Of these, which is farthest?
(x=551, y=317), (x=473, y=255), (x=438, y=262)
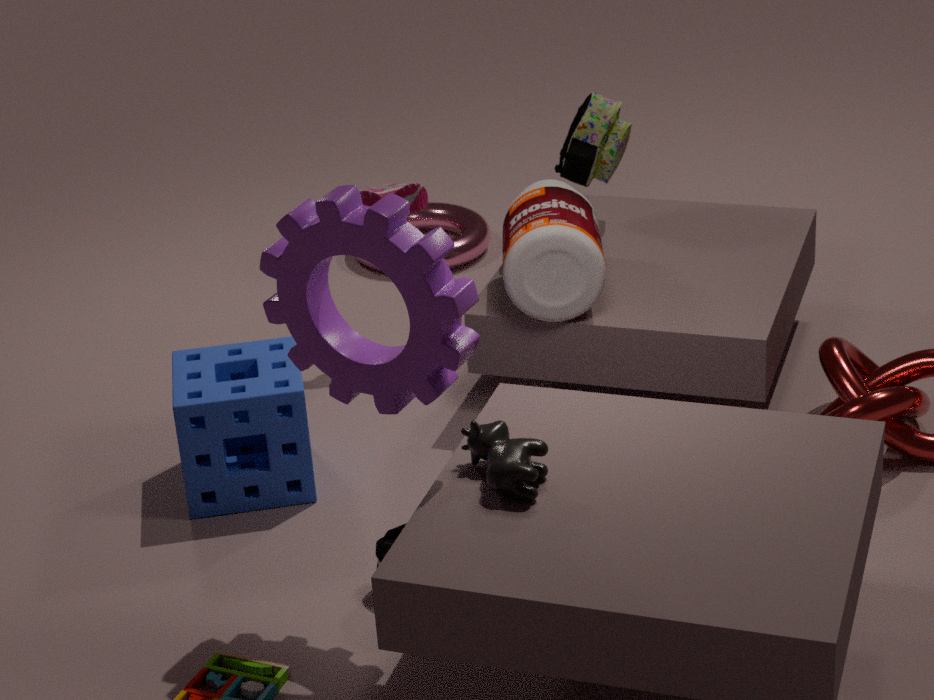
(x=473, y=255)
